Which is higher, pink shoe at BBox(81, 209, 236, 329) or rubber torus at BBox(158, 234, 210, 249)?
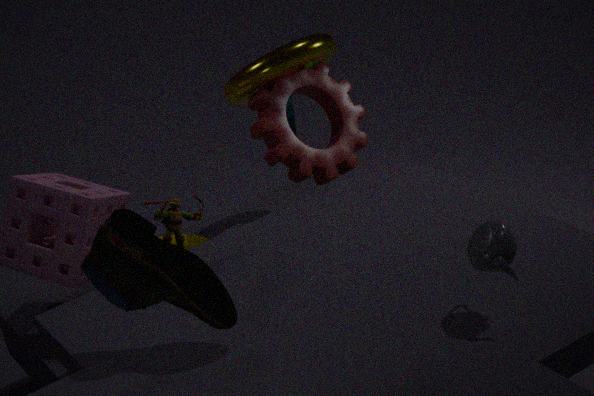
pink shoe at BBox(81, 209, 236, 329)
